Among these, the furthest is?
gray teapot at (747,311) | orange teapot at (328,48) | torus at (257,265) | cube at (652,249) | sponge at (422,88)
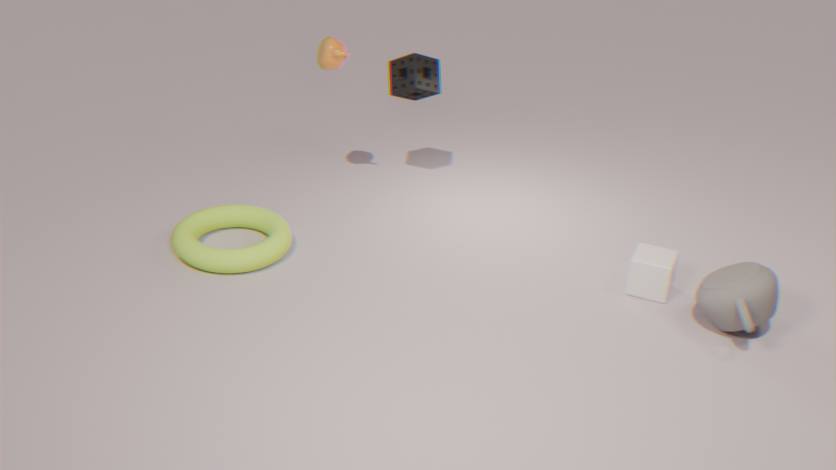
sponge at (422,88)
